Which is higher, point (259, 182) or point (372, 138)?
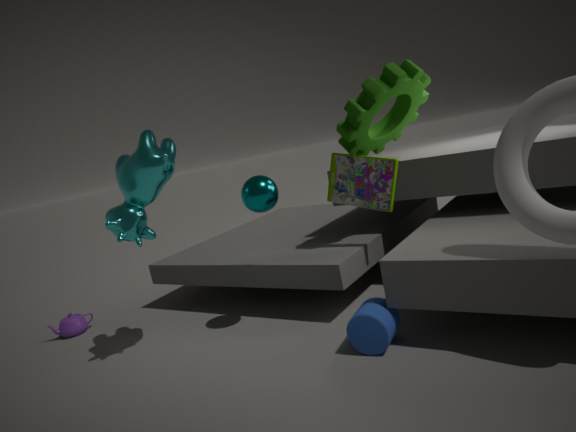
point (372, 138)
